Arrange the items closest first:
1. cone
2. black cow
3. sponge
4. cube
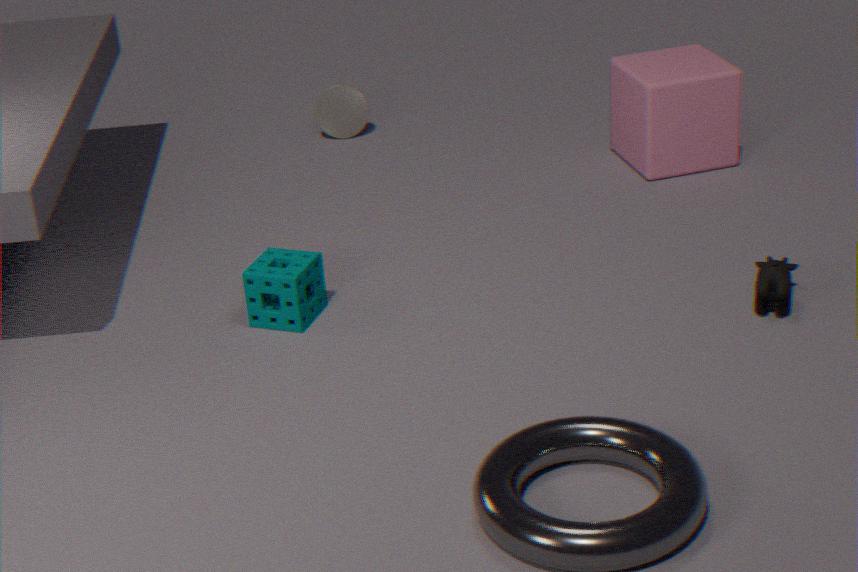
1. black cow
2. sponge
3. cube
4. cone
